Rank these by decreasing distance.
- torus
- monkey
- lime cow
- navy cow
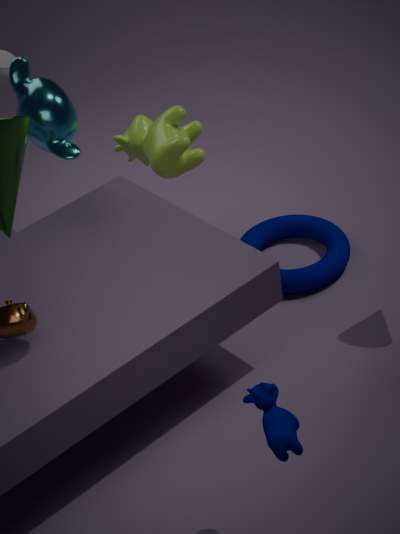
lime cow, torus, monkey, navy cow
